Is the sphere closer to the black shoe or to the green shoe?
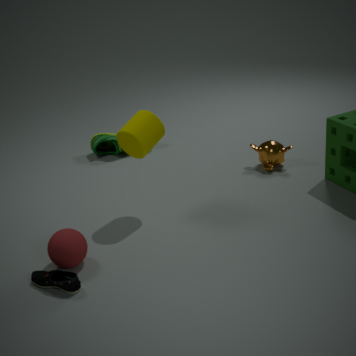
the black shoe
